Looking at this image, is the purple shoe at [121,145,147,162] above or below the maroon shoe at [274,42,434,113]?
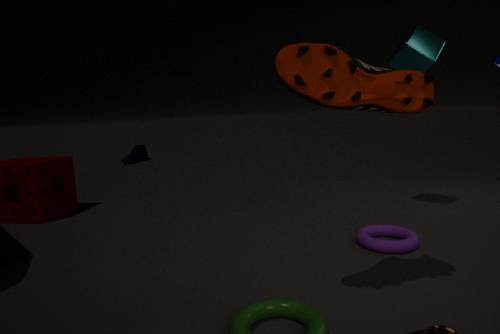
below
